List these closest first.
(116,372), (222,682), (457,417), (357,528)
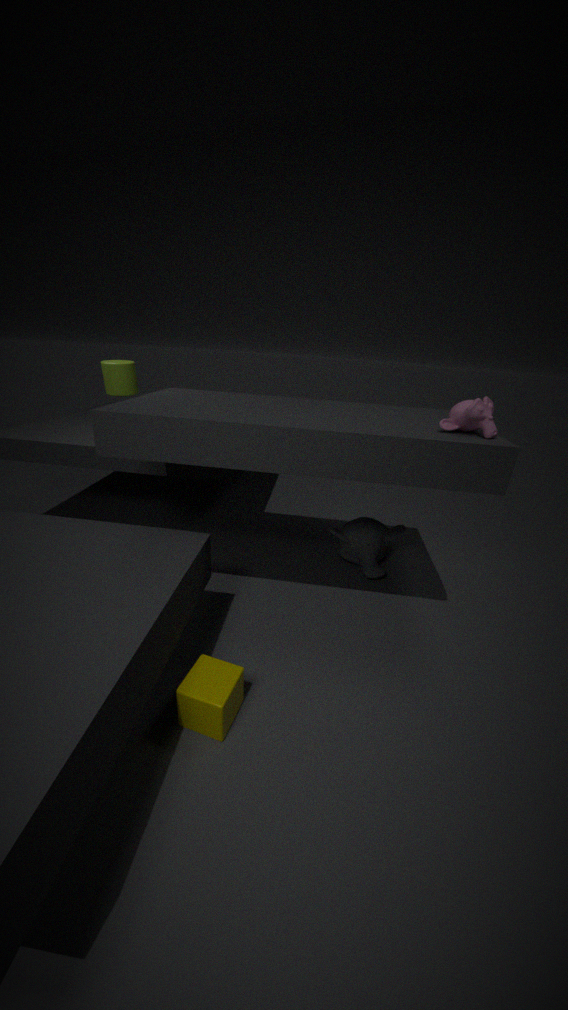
(222,682), (457,417), (116,372), (357,528)
